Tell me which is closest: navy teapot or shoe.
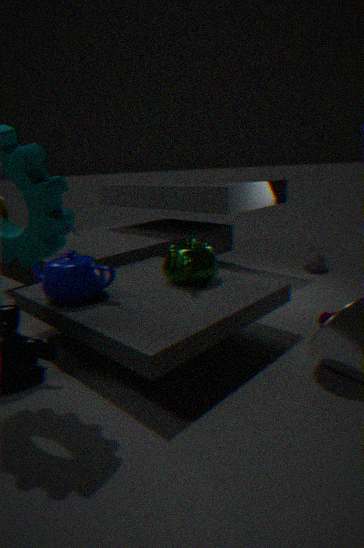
navy teapot
